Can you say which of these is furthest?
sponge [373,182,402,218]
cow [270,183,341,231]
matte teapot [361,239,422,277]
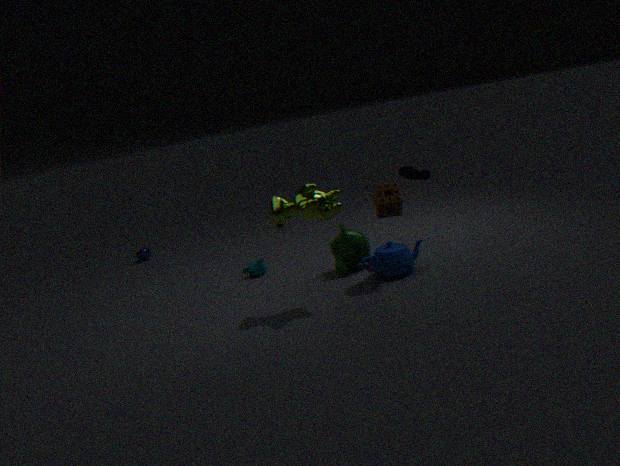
matte teapot [361,239,422,277]
